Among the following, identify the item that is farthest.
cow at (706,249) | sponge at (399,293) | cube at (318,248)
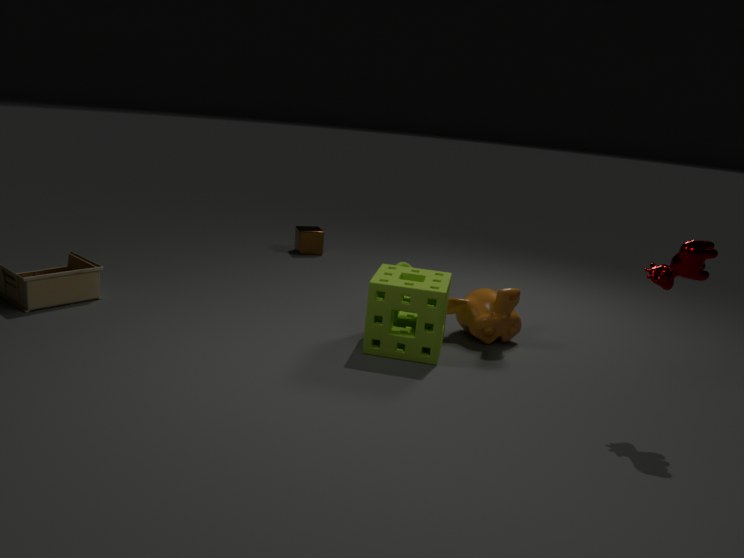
cube at (318,248)
